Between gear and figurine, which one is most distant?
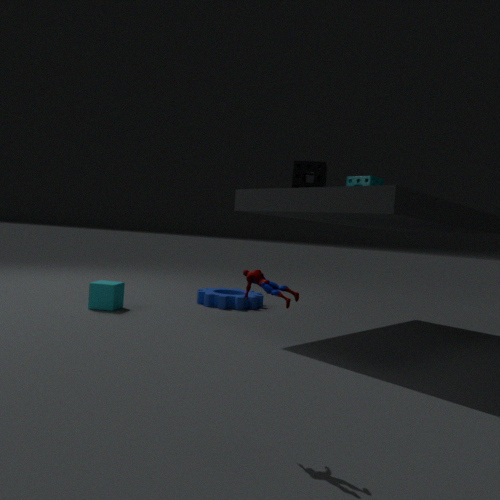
gear
